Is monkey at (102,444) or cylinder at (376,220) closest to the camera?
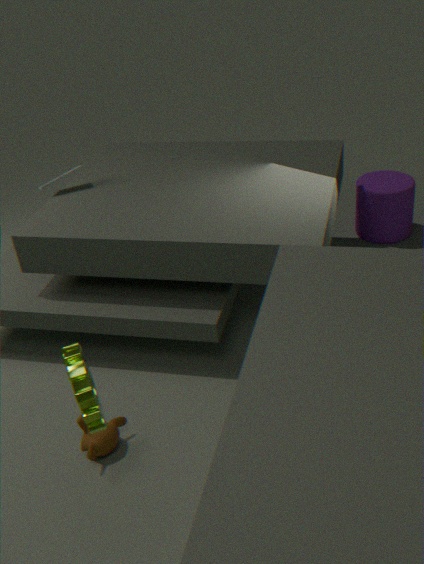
monkey at (102,444)
